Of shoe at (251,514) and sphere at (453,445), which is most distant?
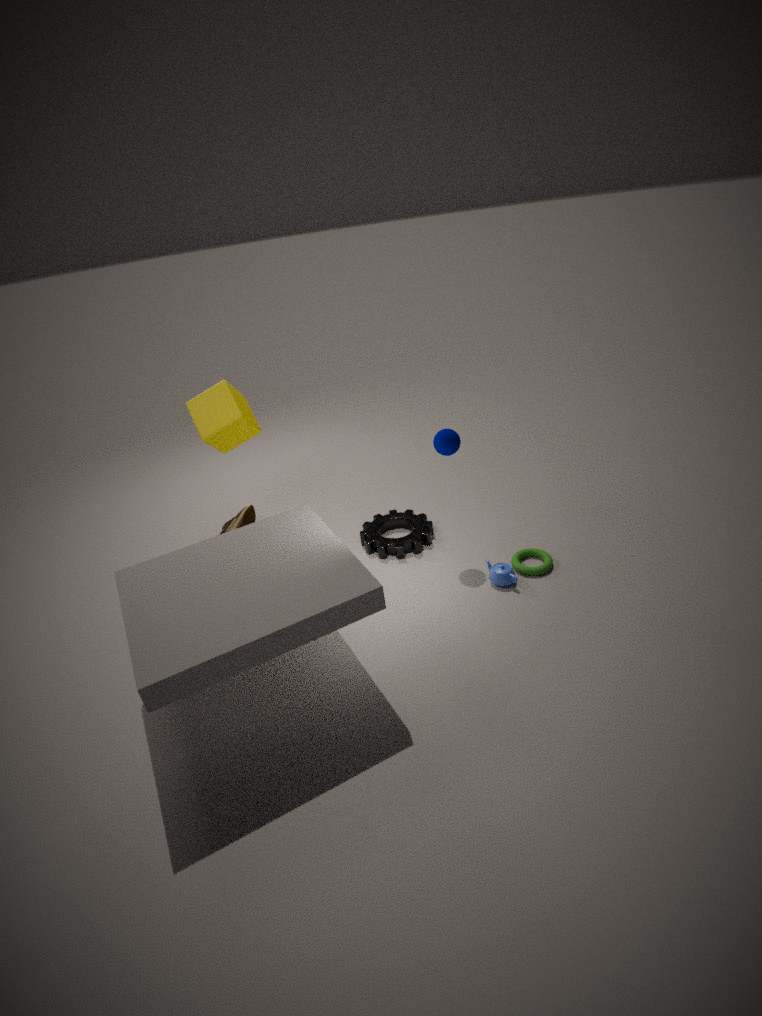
shoe at (251,514)
